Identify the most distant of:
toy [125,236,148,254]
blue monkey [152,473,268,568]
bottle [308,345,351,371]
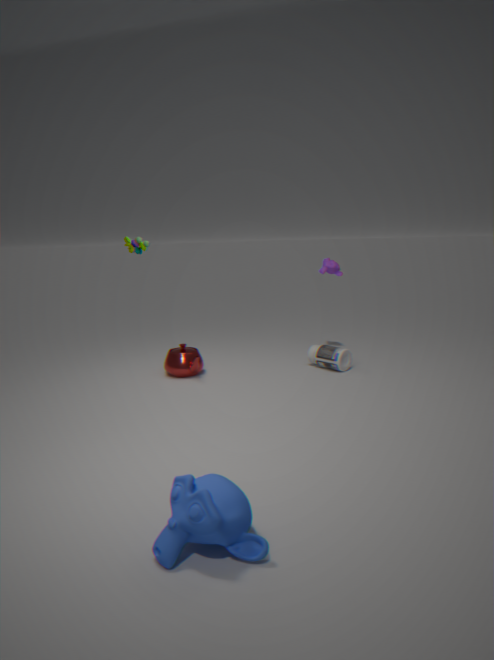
bottle [308,345,351,371]
